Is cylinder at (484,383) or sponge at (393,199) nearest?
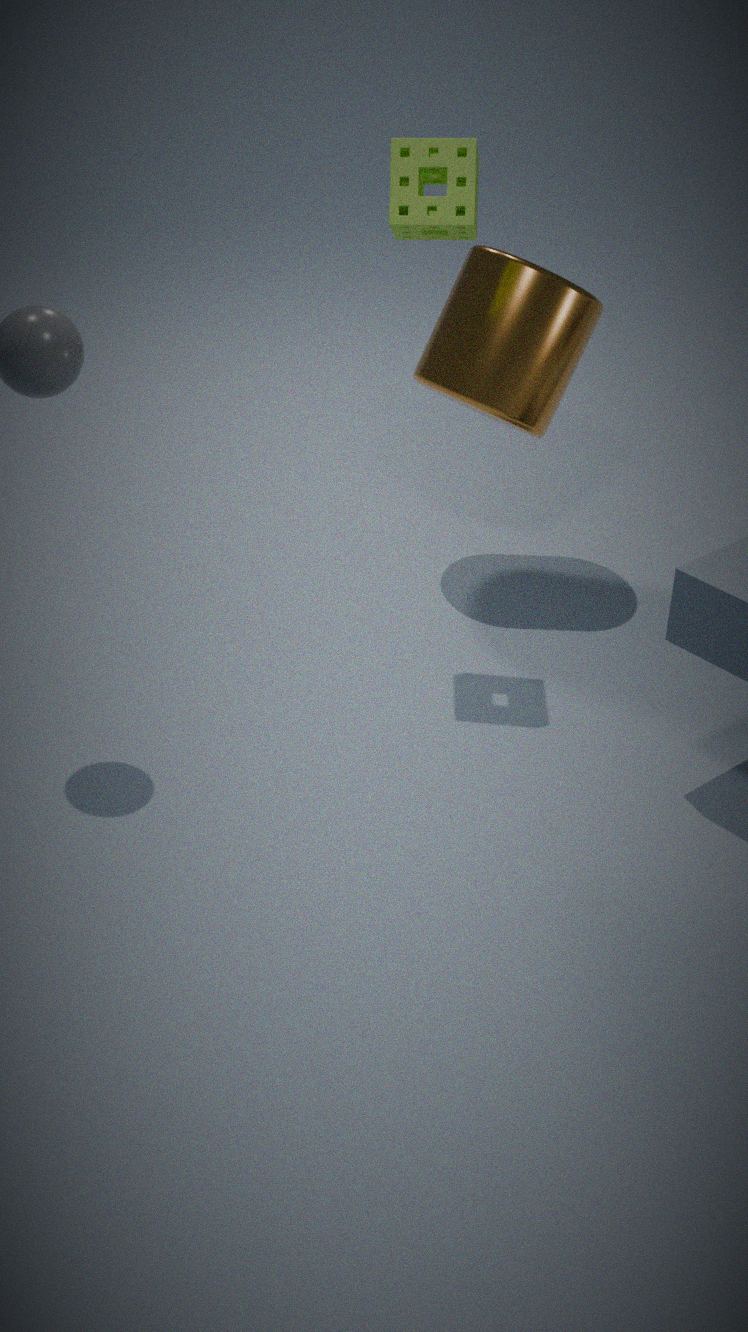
sponge at (393,199)
